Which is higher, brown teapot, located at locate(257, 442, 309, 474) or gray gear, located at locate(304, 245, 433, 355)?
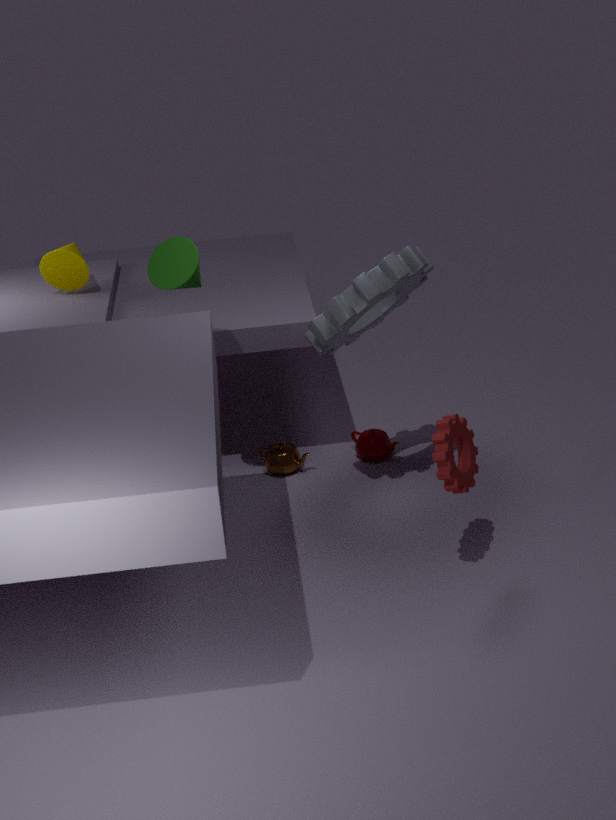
gray gear, located at locate(304, 245, 433, 355)
